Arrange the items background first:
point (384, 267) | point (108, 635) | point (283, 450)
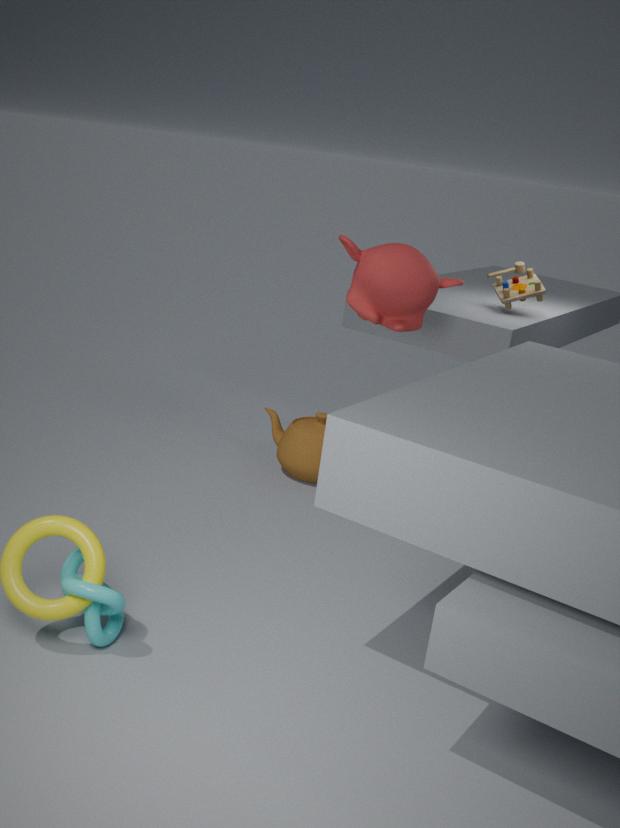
point (283, 450) < point (384, 267) < point (108, 635)
